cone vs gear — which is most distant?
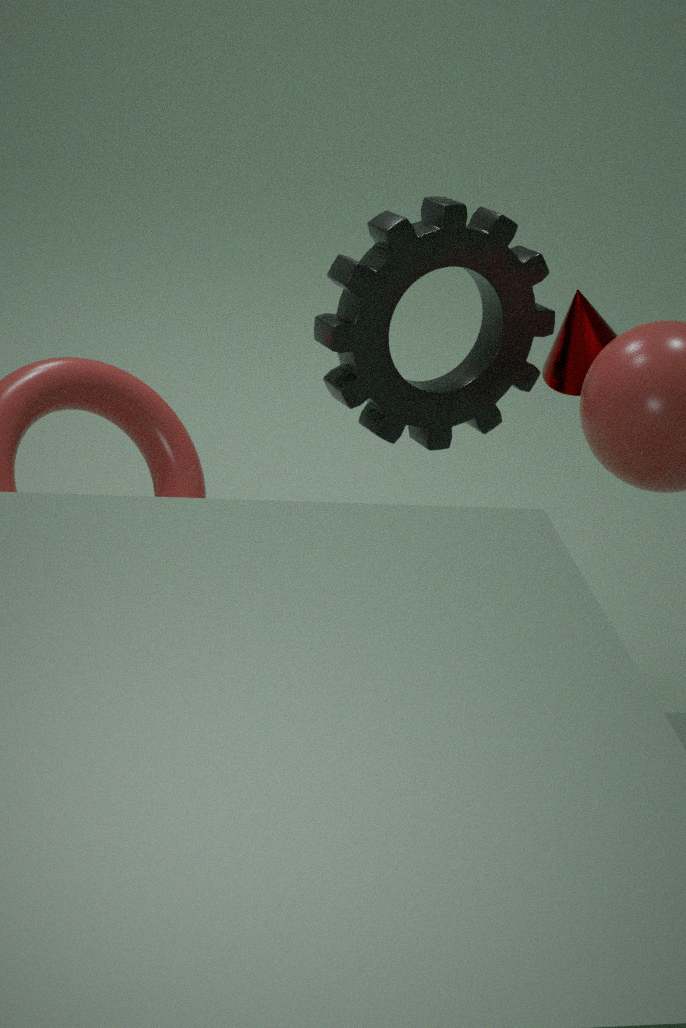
cone
